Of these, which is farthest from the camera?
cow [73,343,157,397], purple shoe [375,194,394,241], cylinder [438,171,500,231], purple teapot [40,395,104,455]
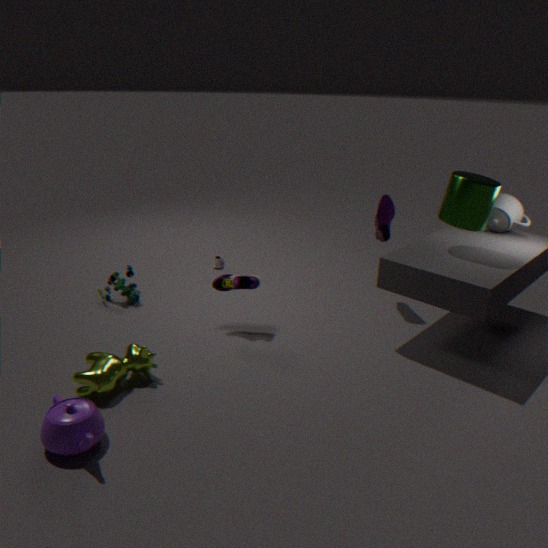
purple shoe [375,194,394,241]
